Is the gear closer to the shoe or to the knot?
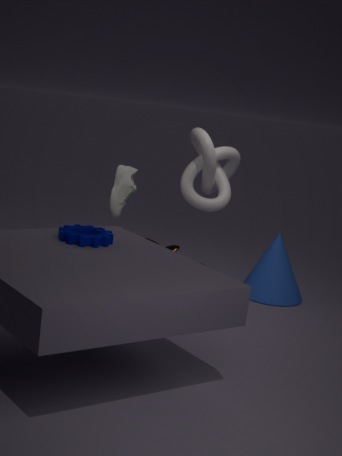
the shoe
